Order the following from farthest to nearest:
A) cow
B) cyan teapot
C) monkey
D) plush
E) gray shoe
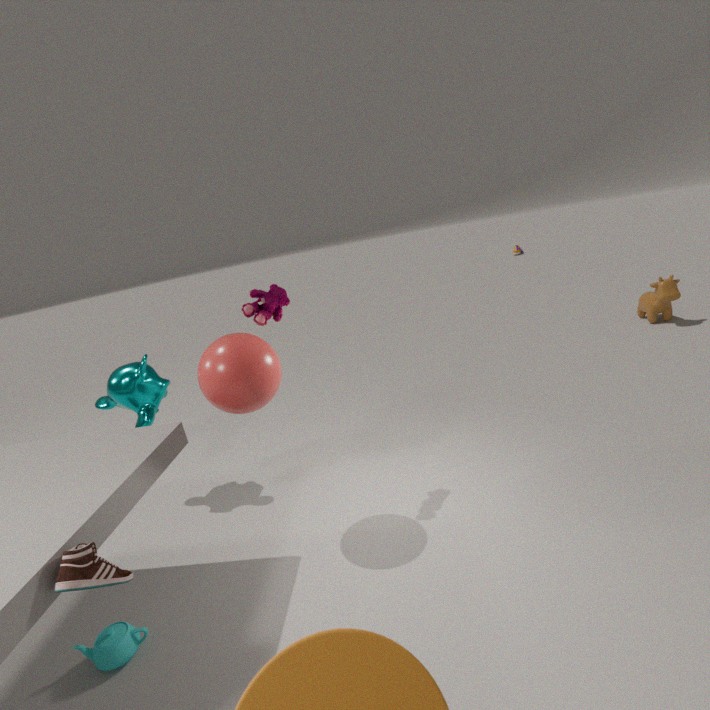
cow < monkey < plush < cyan teapot < gray shoe
